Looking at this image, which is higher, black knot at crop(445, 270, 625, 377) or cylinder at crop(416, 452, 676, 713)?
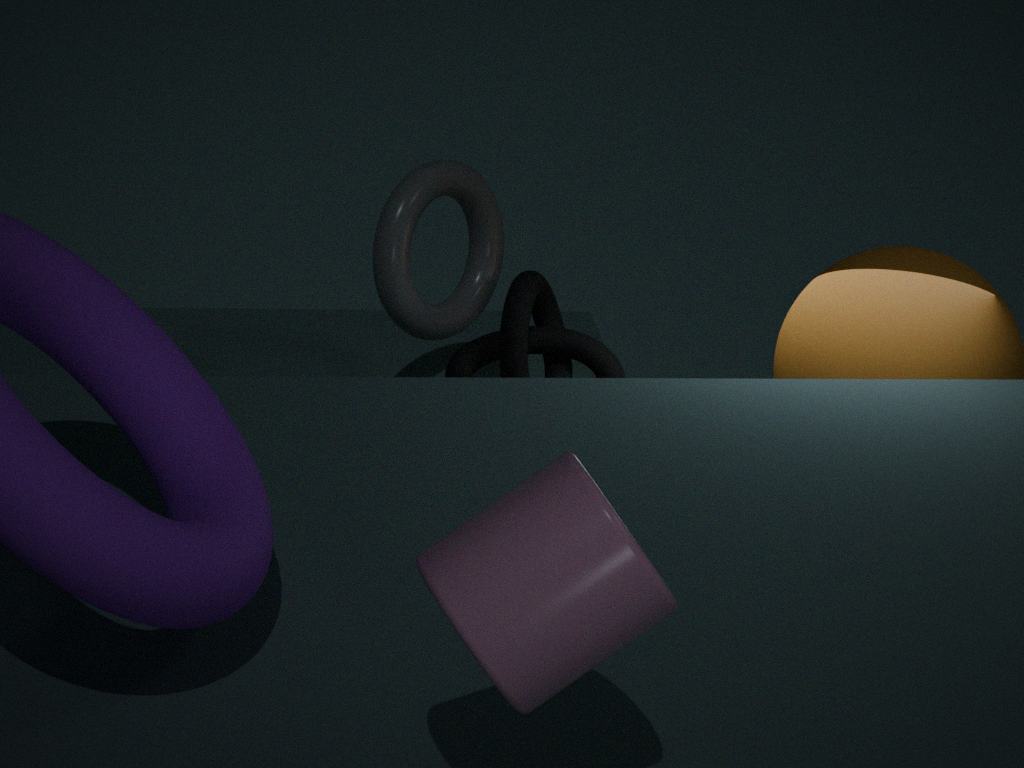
cylinder at crop(416, 452, 676, 713)
